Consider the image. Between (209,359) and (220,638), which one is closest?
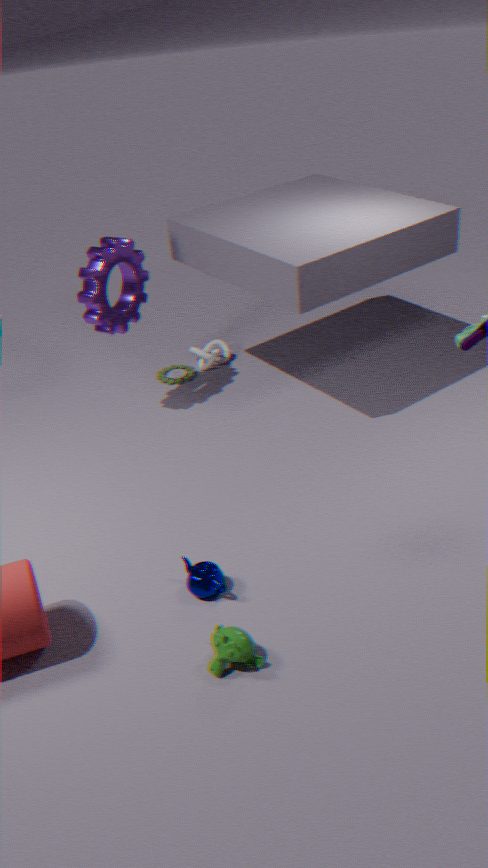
(220,638)
